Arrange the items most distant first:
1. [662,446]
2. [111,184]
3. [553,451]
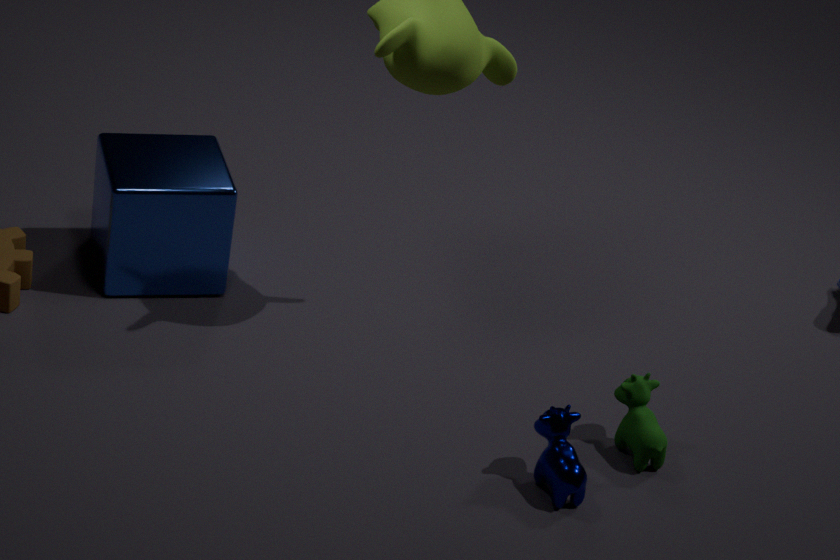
[111,184] < [662,446] < [553,451]
